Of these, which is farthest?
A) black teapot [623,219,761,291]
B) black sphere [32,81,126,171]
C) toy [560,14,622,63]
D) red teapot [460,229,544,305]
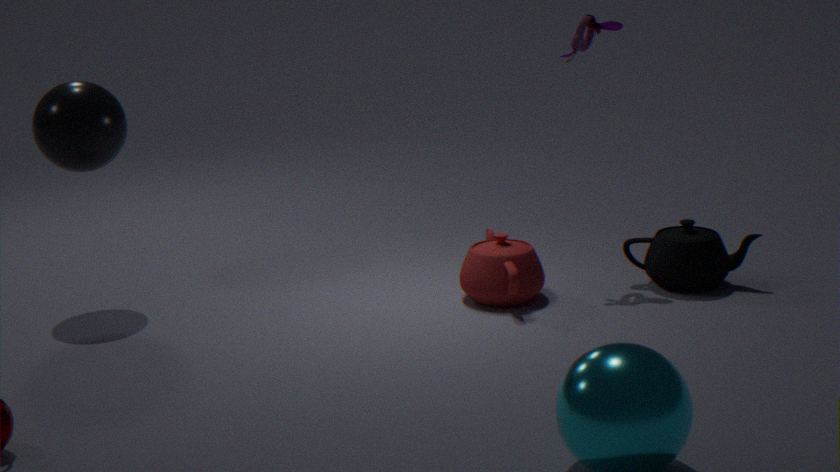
toy [560,14,622,63]
